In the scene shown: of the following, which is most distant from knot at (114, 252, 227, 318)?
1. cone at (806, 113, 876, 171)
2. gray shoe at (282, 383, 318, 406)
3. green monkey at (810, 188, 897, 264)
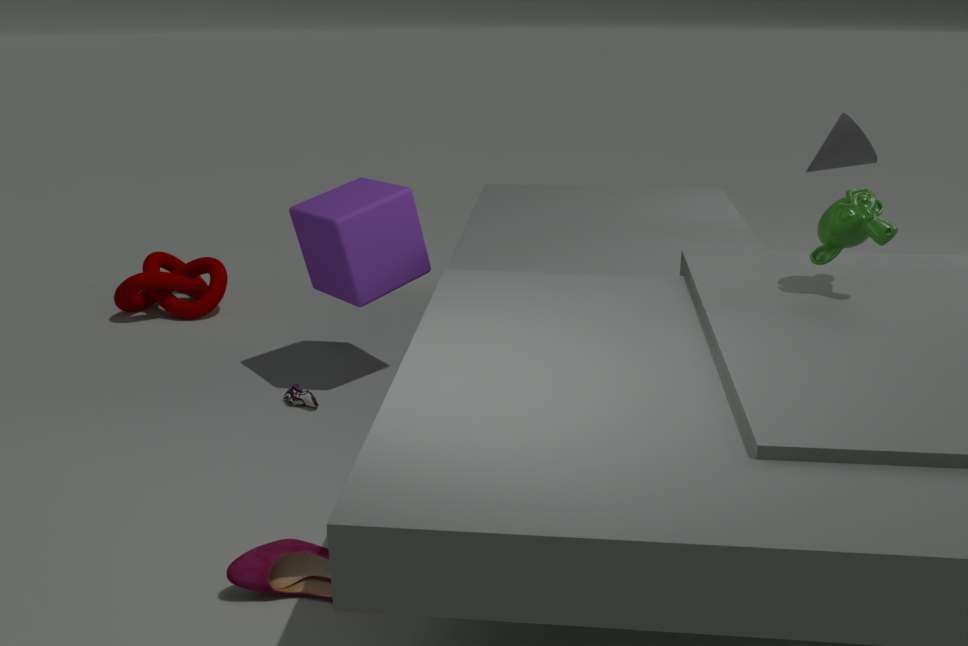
green monkey at (810, 188, 897, 264)
